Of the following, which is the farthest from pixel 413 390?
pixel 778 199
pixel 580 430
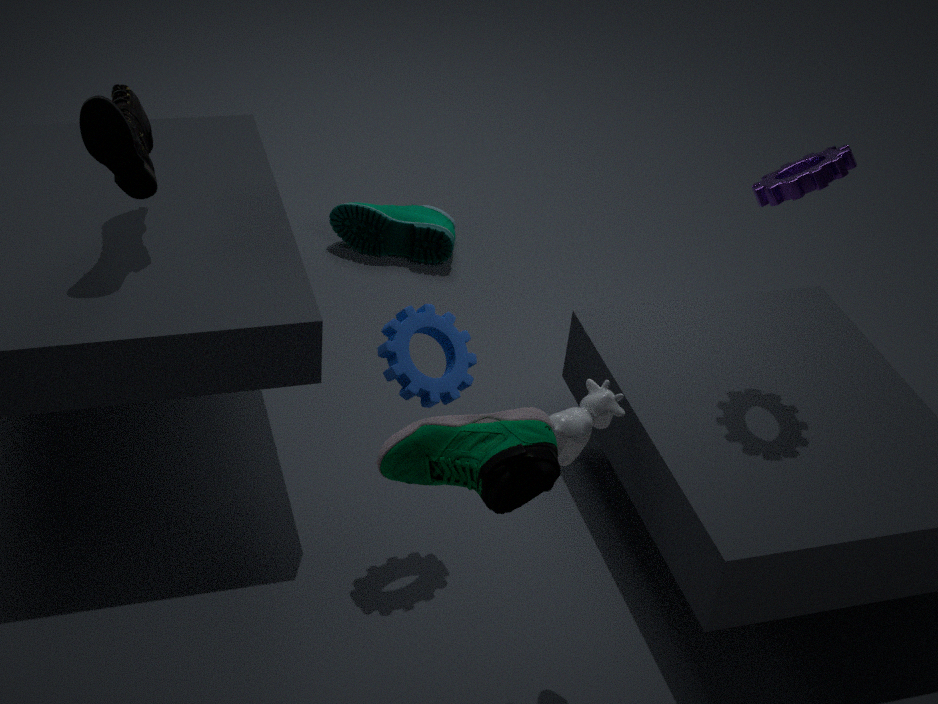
pixel 778 199
